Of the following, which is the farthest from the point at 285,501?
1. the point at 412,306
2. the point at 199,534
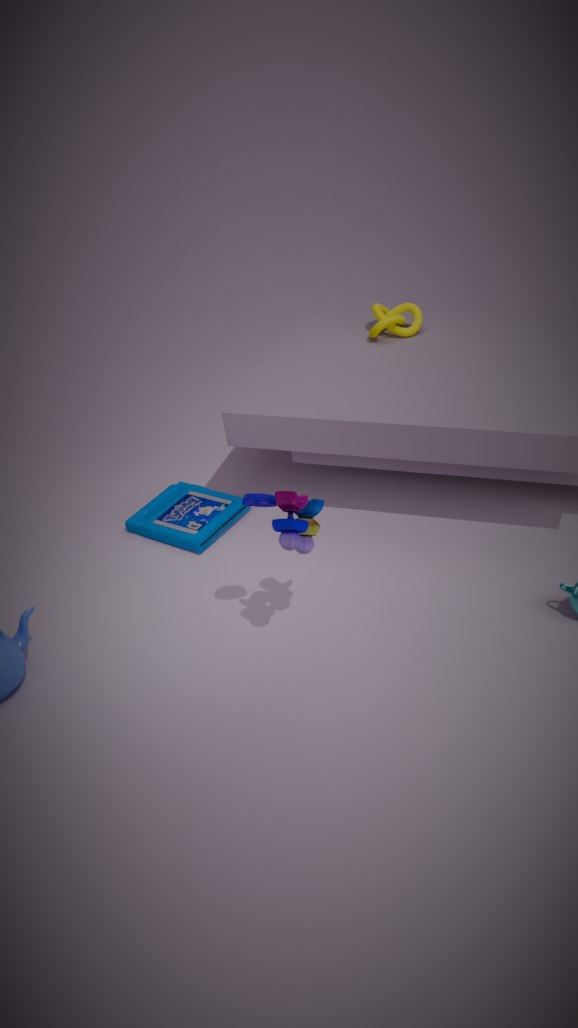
the point at 412,306
